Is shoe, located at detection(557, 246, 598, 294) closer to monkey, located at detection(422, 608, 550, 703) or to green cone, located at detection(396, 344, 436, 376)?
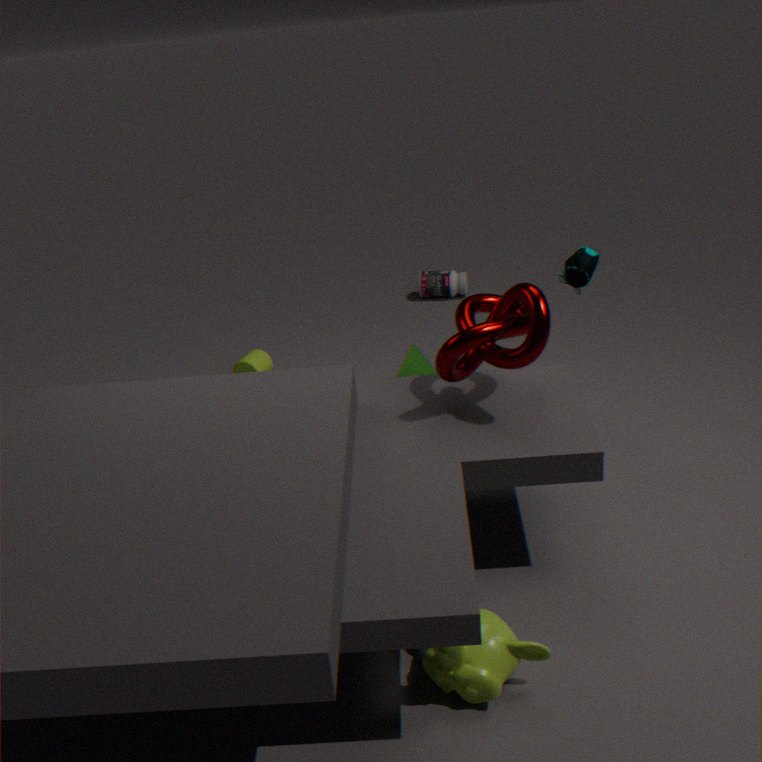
green cone, located at detection(396, 344, 436, 376)
